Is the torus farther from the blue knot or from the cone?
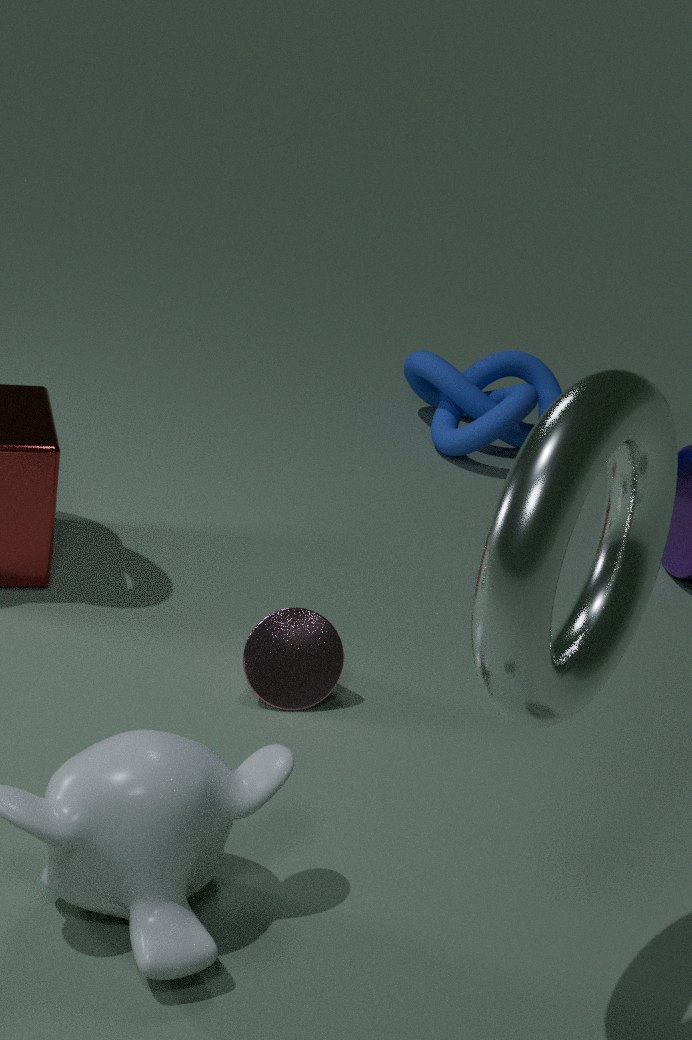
the blue knot
